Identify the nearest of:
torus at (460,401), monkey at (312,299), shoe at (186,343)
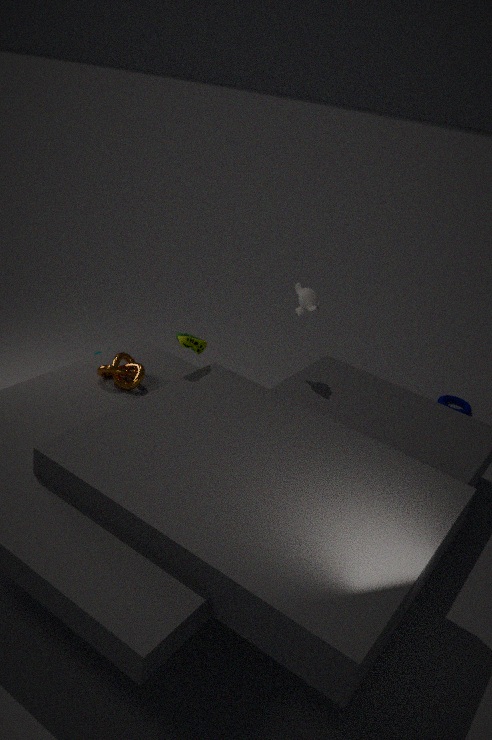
shoe at (186,343)
